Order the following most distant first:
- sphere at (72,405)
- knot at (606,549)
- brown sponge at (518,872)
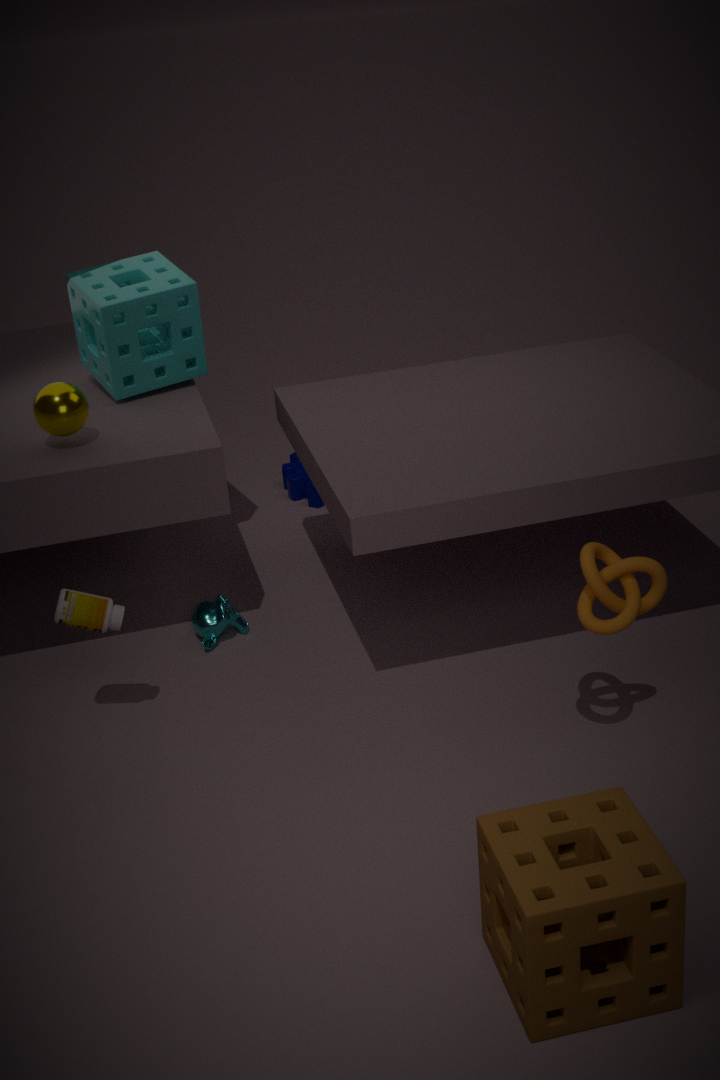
sphere at (72,405) → knot at (606,549) → brown sponge at (518,872)
